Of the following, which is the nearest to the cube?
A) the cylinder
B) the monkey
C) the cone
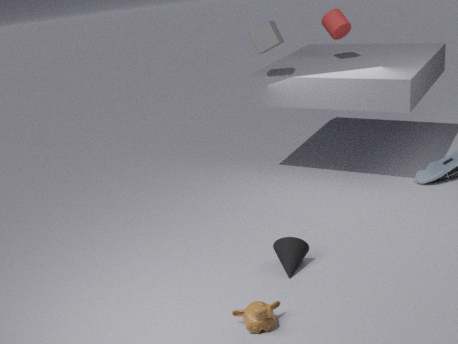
the cylinder
